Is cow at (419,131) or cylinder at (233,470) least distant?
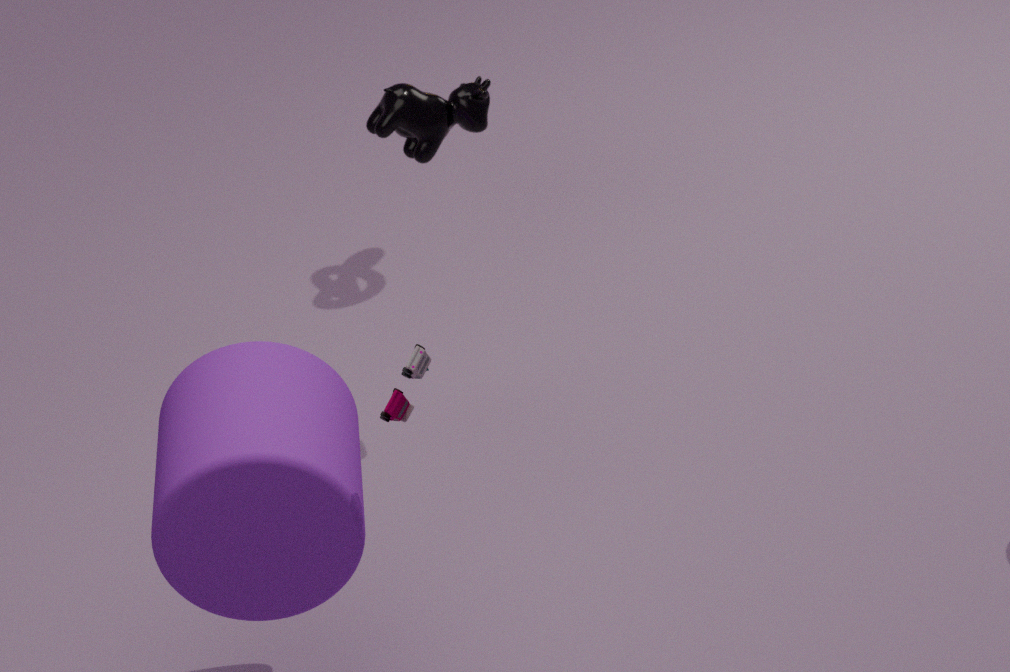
cylinder at (233,470)
